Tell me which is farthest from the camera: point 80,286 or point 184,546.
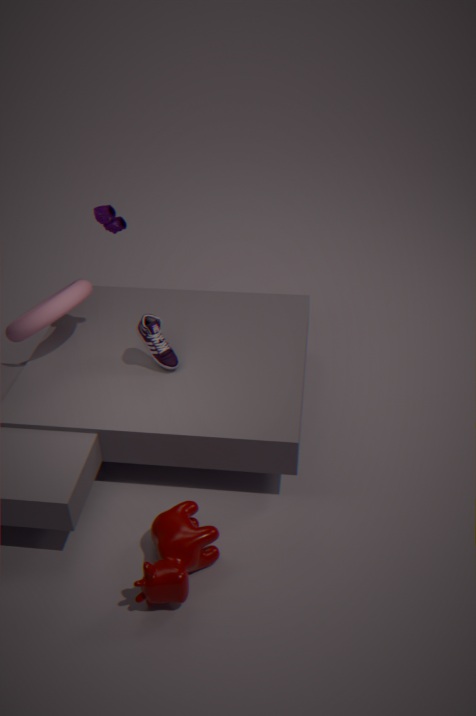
point 80,286
